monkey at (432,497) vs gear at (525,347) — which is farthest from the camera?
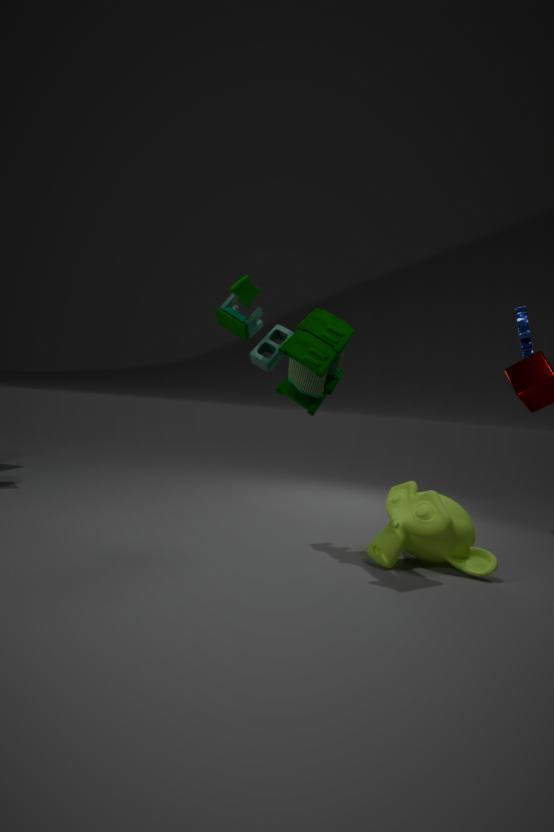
gear at (525,347)
